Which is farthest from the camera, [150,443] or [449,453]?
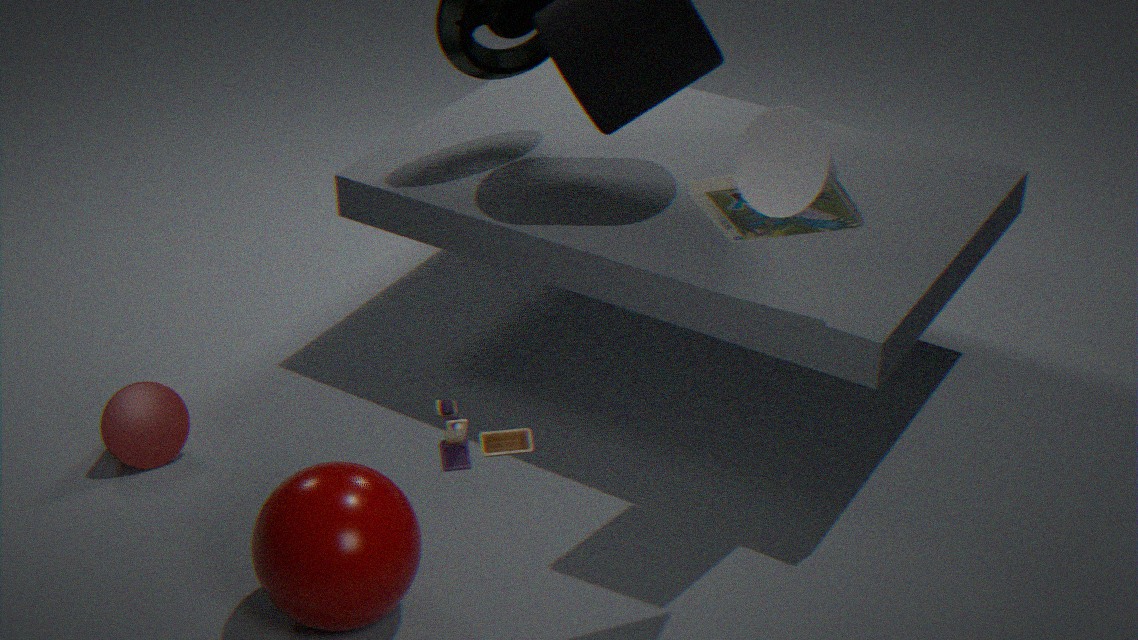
[150,443]
